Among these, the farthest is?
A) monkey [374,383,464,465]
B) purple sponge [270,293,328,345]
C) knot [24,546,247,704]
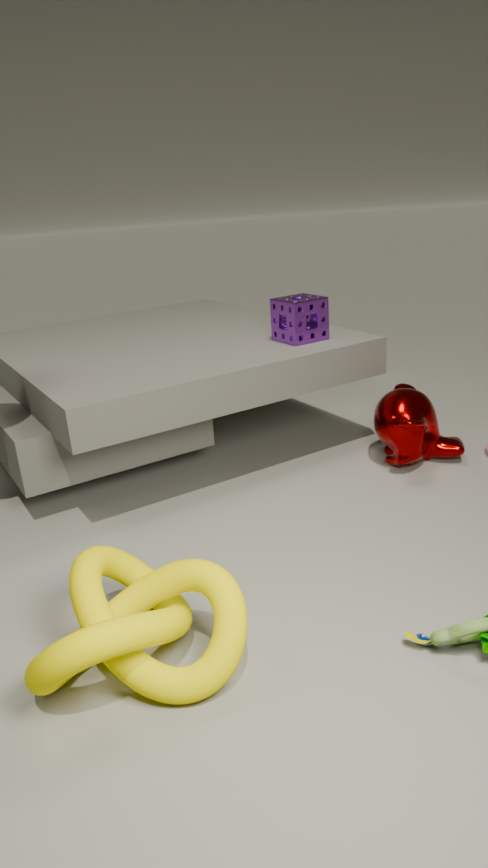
purple sponge [270,293,328,345]
